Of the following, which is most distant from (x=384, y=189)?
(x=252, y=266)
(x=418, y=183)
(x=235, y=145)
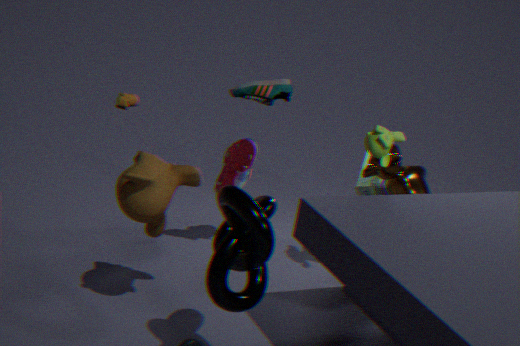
(x=252, y=266)
